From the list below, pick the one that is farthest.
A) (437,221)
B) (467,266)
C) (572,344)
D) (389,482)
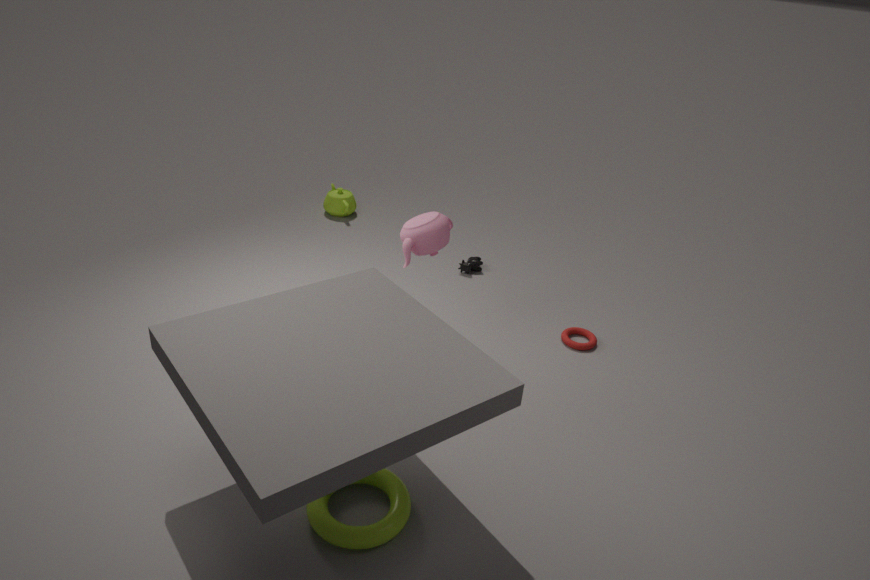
(467,266)
